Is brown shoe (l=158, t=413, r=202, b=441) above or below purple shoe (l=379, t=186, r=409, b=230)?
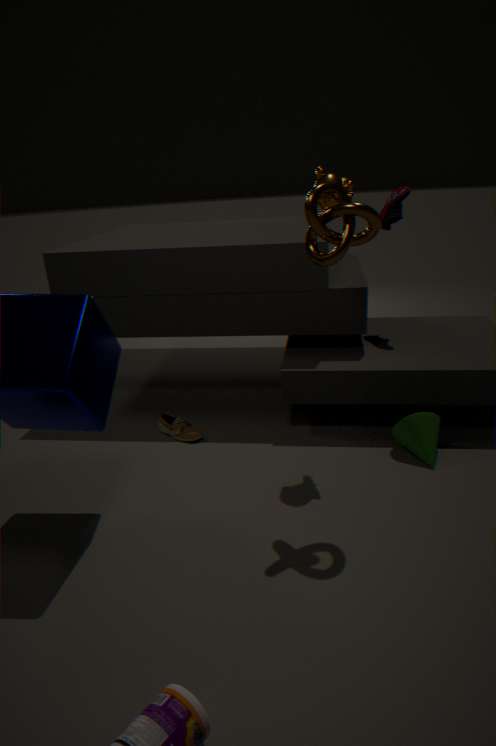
below
